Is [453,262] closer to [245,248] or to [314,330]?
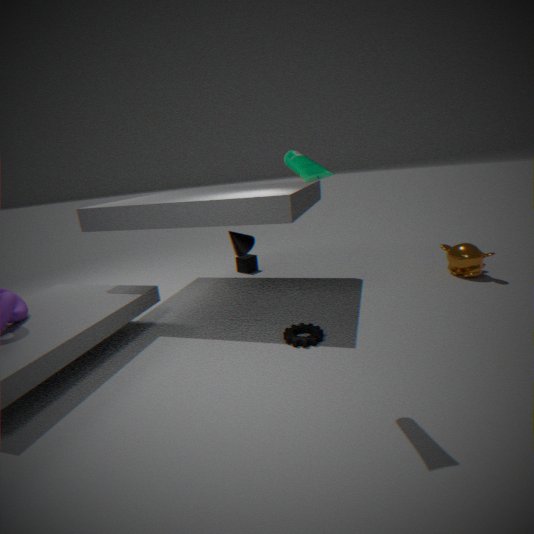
[314,330]
